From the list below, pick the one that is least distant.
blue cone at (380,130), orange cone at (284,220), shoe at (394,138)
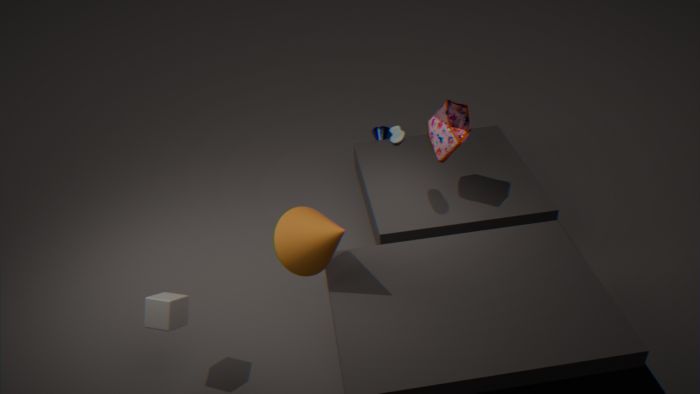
orange cone at (284,220)
